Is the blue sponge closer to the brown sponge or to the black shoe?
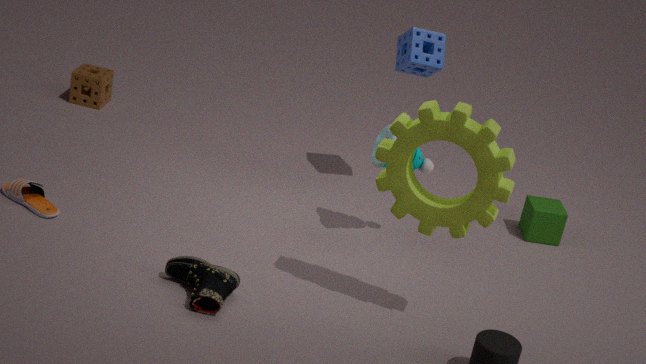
the black shoe
